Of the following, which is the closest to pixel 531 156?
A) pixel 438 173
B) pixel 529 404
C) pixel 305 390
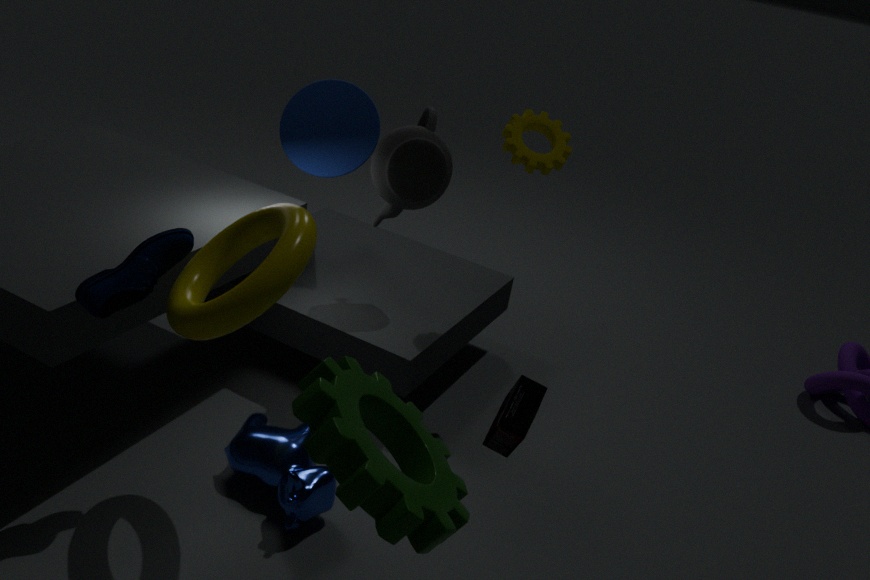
pixel 438 173
